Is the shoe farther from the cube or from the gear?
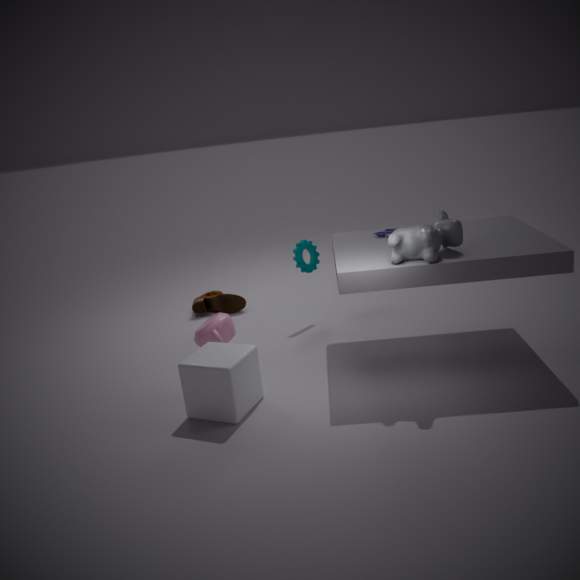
the cube
